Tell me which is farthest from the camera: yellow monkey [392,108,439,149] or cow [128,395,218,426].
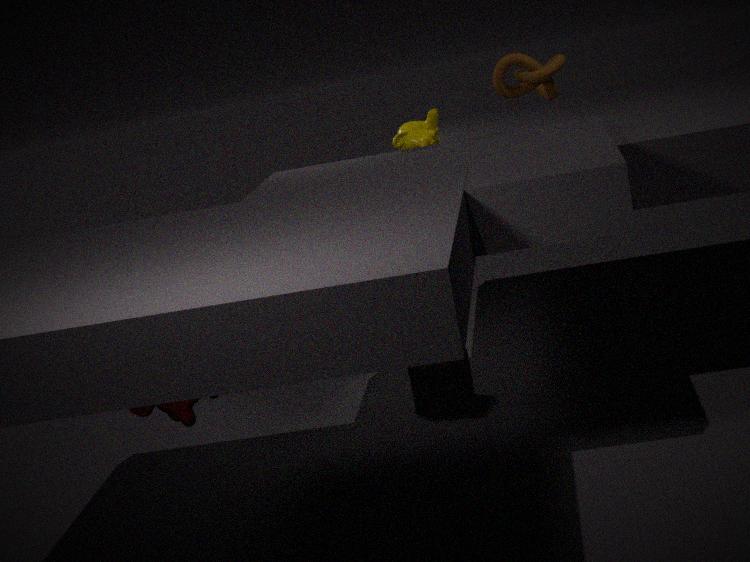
yellow monkey [392,108,439,149]
